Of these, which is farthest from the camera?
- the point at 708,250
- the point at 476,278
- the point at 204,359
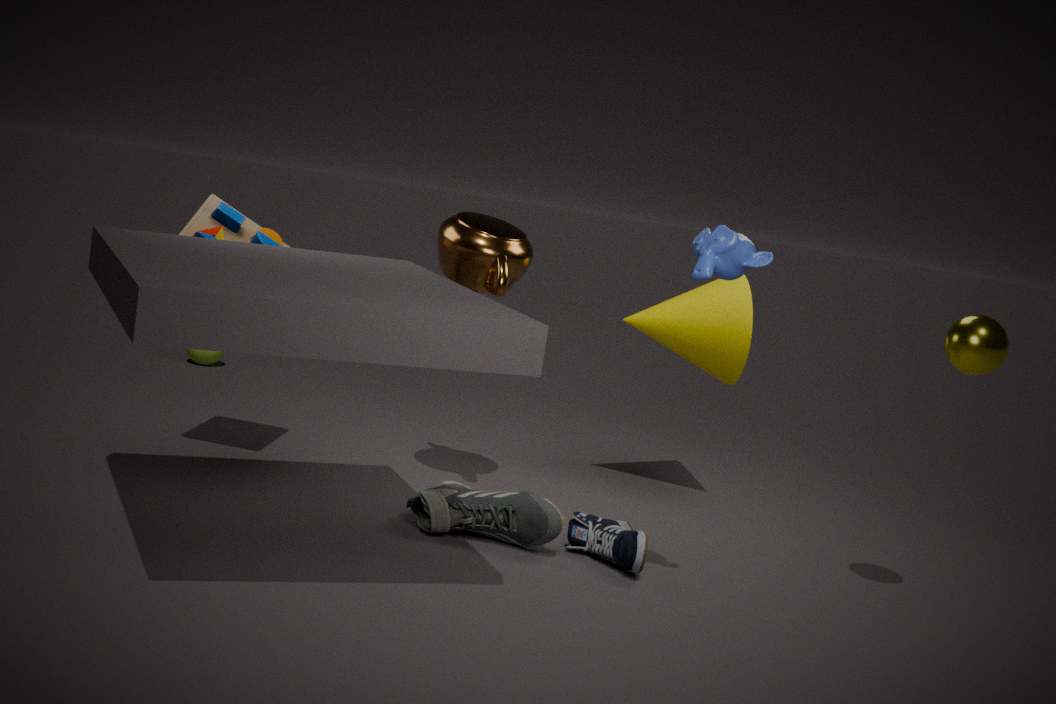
the point at 204,359
